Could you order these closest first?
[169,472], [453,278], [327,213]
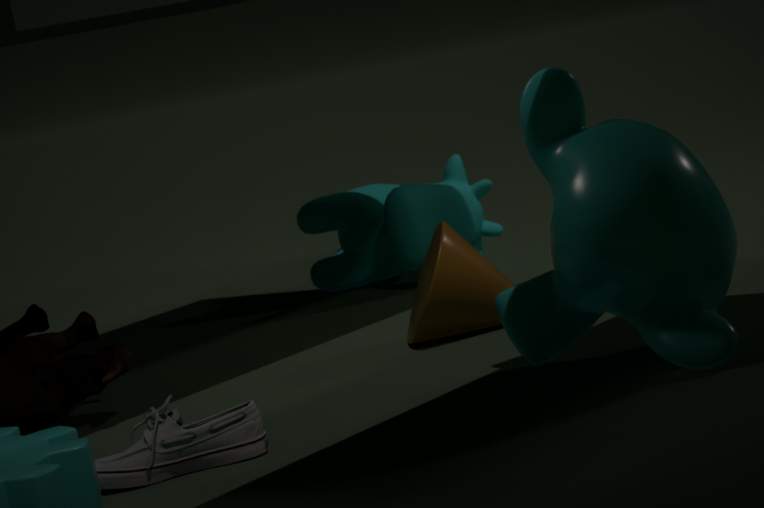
1. [169,472]
2. [453,278]
3. [327,213]
